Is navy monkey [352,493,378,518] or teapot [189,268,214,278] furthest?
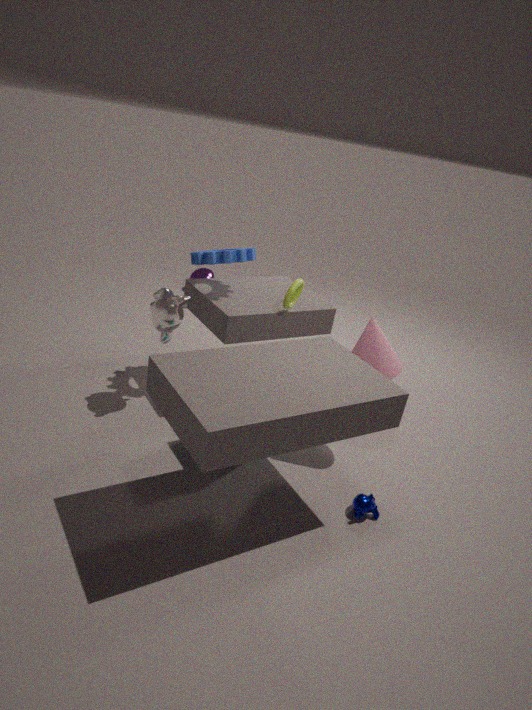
teapot [189,268,214,278]
